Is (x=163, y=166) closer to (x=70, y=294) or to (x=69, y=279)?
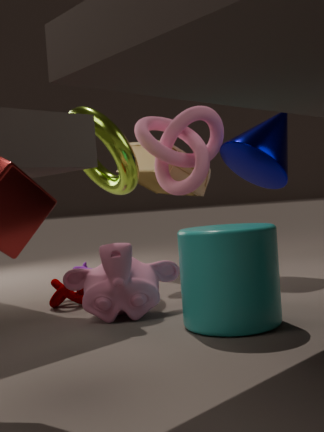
(x=70, y=294)
